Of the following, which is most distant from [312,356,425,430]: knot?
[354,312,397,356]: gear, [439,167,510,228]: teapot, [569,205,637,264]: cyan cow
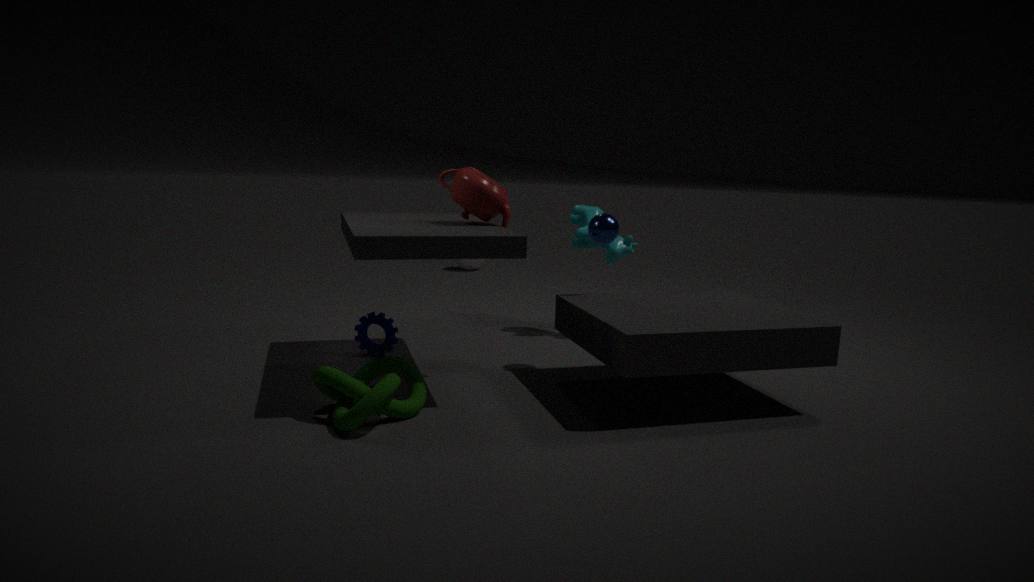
[569,205,637,264]: cyan cow
